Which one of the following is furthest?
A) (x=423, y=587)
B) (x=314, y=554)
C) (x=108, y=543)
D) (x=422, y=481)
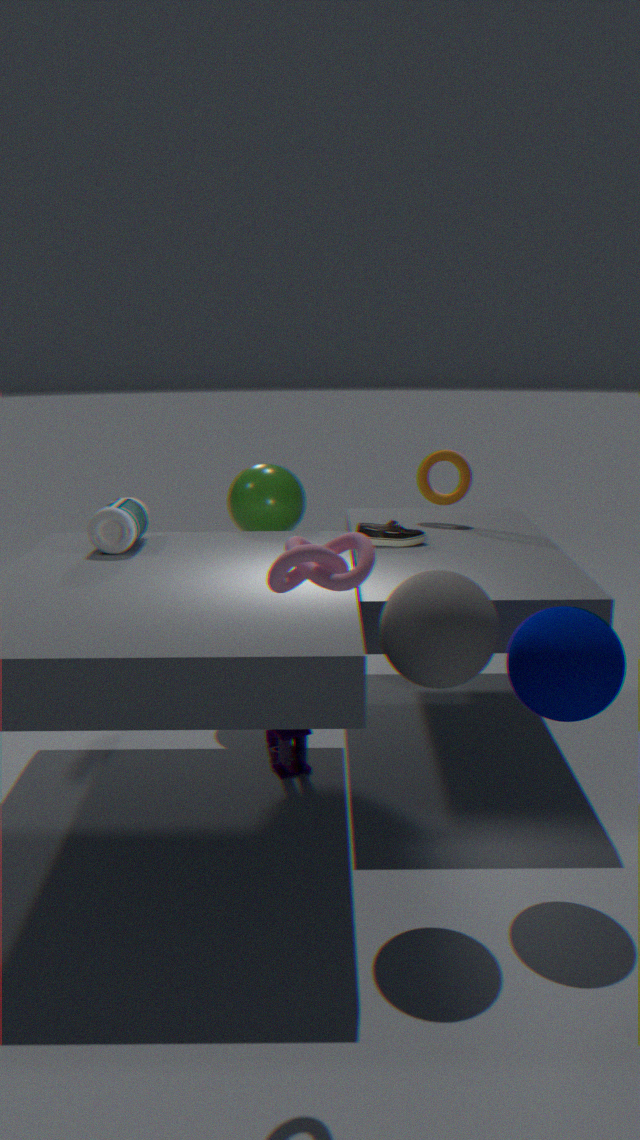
(x=422, y=481)
